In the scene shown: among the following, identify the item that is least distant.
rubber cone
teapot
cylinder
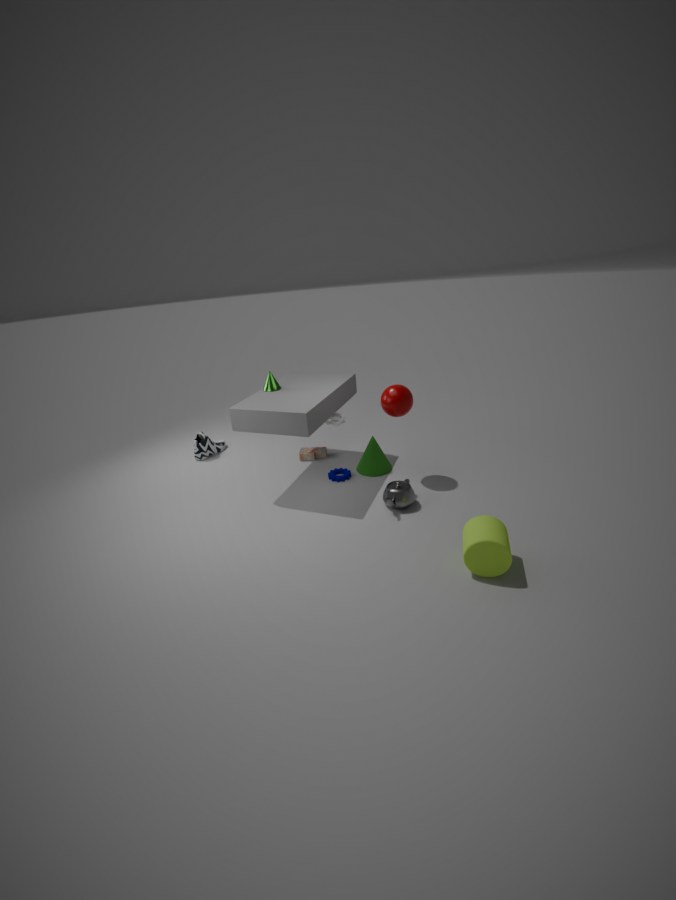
cylinder
